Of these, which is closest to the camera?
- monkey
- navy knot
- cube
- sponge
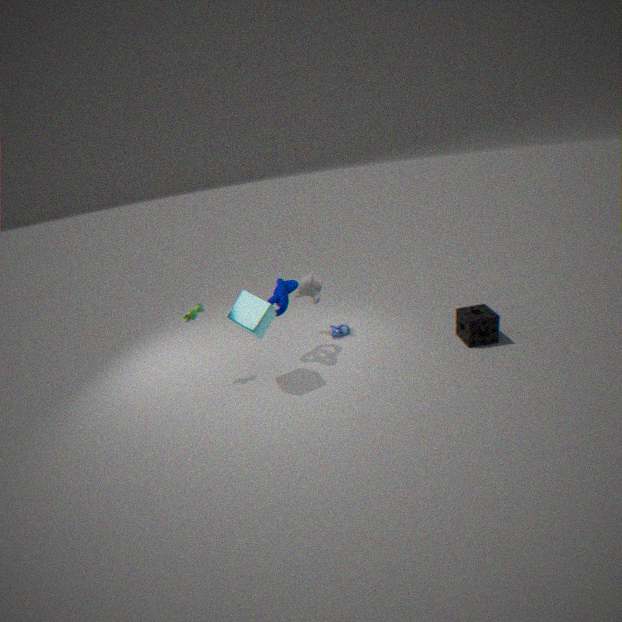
cube
